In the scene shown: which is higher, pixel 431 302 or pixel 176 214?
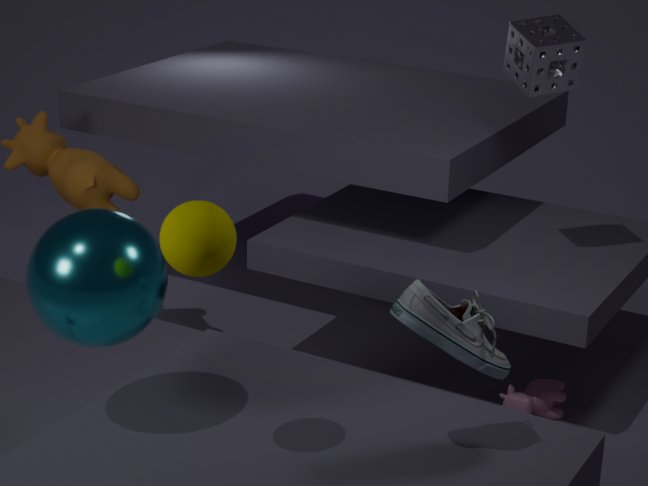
pixel 176 214
